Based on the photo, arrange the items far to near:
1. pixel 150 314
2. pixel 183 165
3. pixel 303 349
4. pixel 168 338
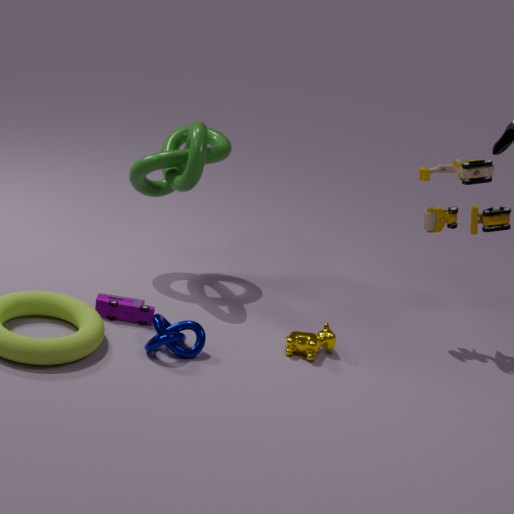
pixel 183 165 → pixel 150 314 → pixel 303 349 → pixel 168 338
